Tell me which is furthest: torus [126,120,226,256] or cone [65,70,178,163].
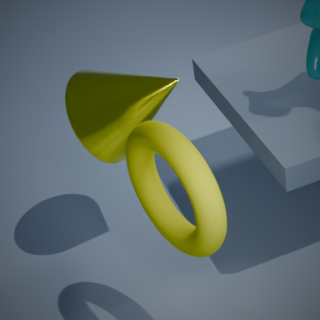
cone [65,70,178,163]
